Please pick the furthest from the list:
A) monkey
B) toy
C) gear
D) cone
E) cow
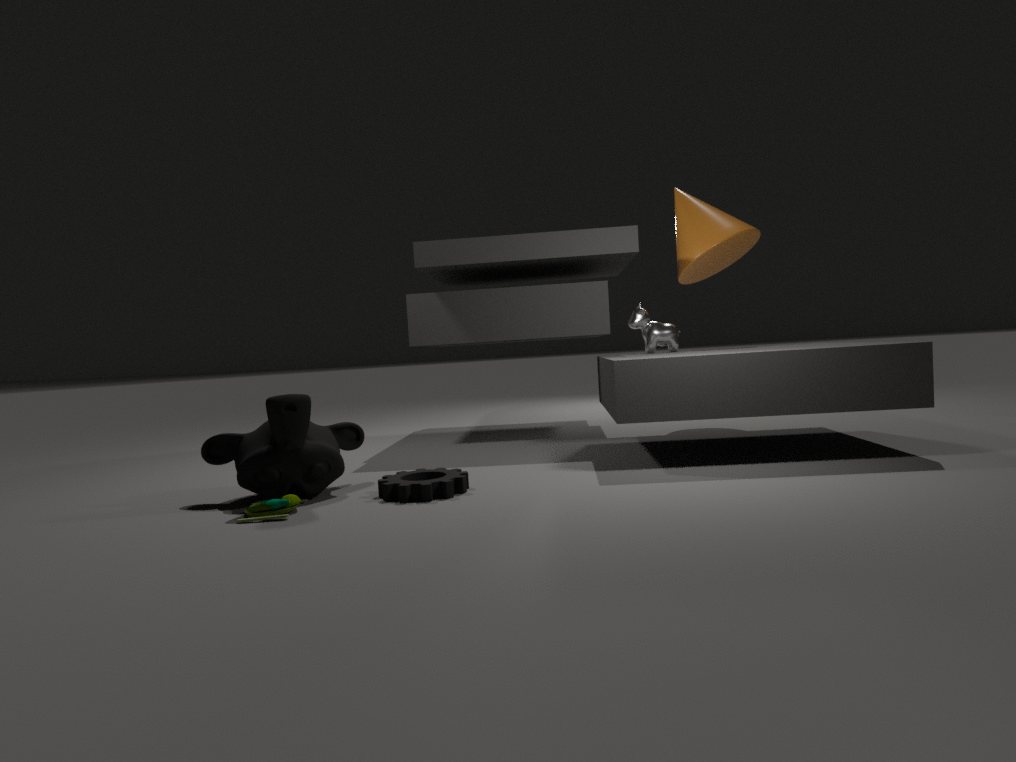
cone
